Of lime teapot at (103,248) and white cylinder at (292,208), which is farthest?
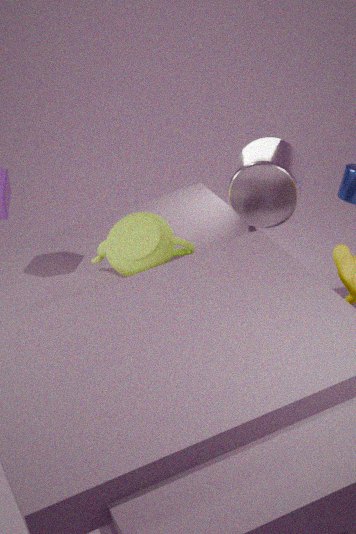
white cylinder at (292,208)
